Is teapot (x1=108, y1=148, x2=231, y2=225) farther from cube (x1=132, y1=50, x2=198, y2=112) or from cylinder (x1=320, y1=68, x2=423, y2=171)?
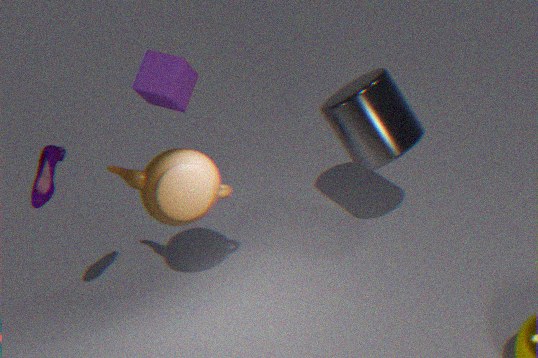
cylinder (x1=320, y1=68, x2=423, y2=171)
